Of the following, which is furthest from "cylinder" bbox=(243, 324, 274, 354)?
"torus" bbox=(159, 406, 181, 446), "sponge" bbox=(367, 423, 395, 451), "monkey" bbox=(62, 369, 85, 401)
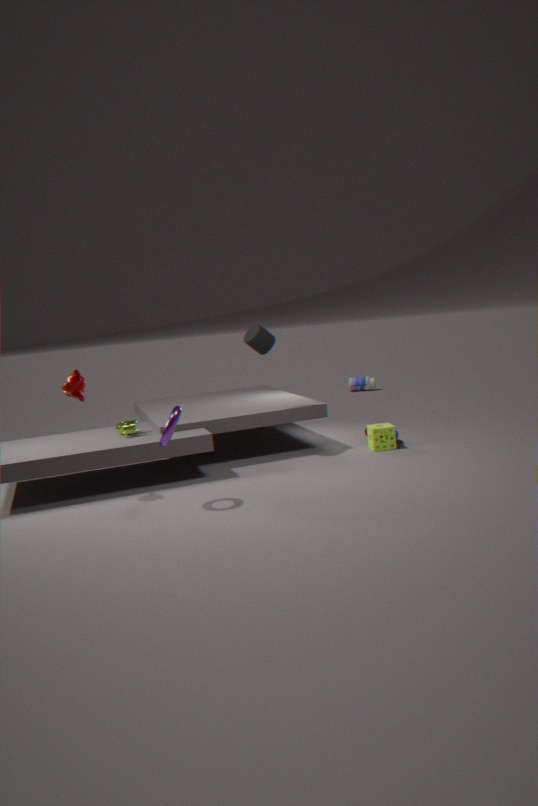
"monkey" bbox=(62, 369, 85, 401)
